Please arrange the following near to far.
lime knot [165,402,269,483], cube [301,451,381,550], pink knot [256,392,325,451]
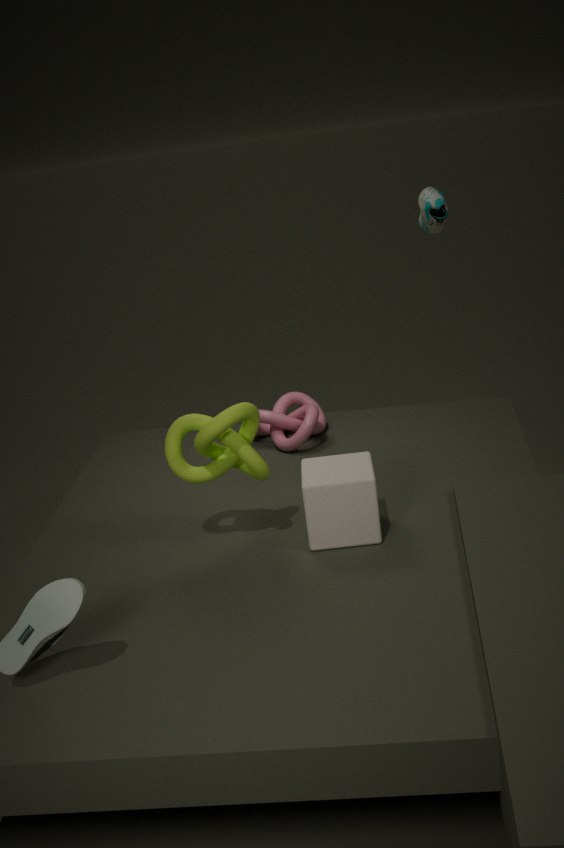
lime knot [165,402,269,483] < cube [301,451,381,550] < pink knot [256,392,325,451]
